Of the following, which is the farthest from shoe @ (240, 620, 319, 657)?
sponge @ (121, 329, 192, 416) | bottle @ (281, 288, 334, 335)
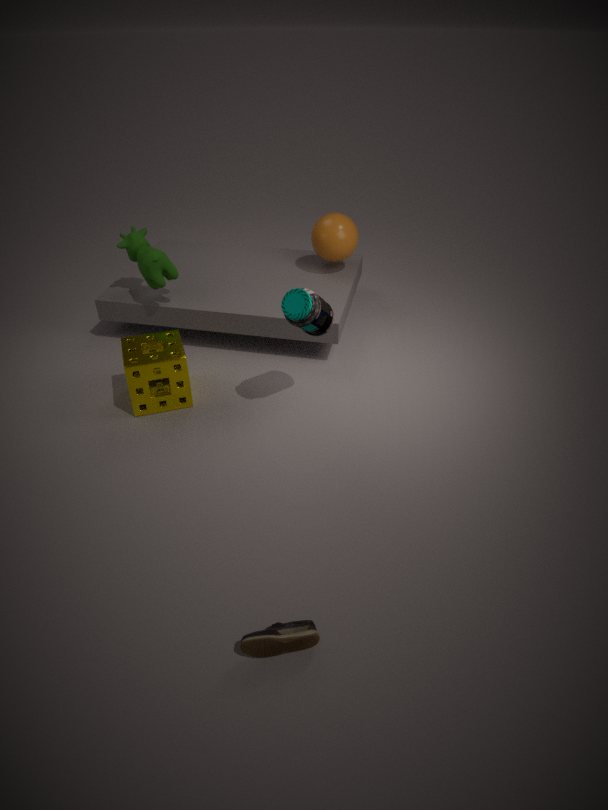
sponge @ (121, 329, 192, 416)
